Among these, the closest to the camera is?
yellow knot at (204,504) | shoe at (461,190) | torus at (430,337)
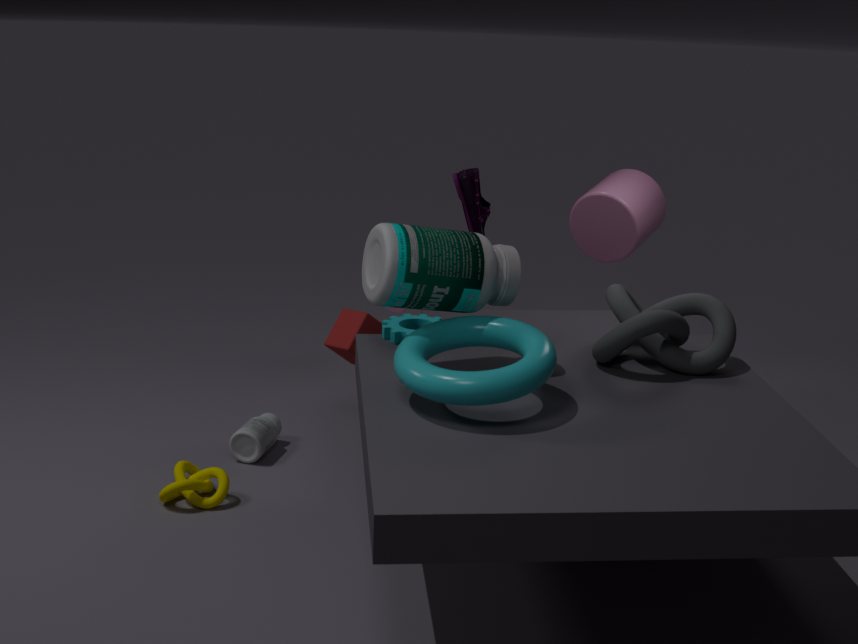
torus at (430,337)
